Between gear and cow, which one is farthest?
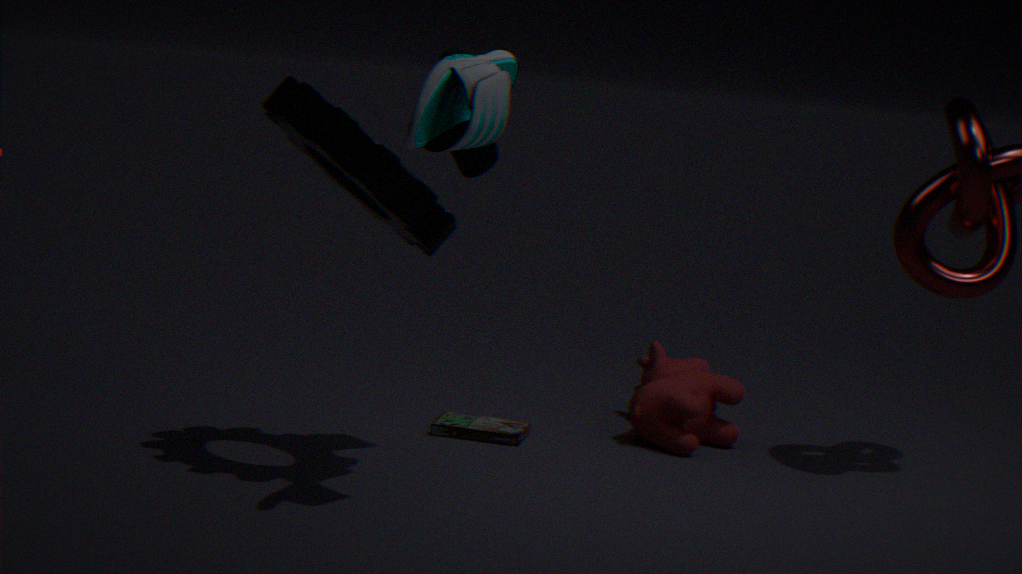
cow
